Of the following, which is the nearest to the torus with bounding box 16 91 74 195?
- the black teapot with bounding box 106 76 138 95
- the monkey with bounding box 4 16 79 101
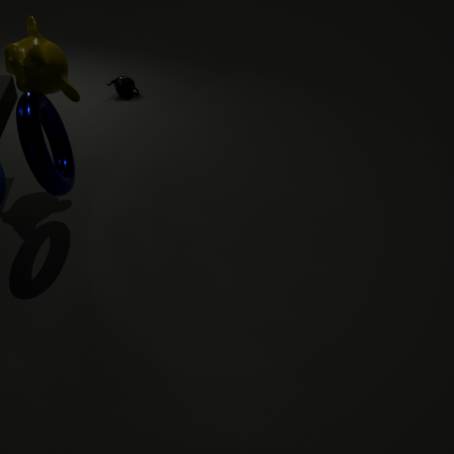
the monkey with bounding box 4 16 79 101
